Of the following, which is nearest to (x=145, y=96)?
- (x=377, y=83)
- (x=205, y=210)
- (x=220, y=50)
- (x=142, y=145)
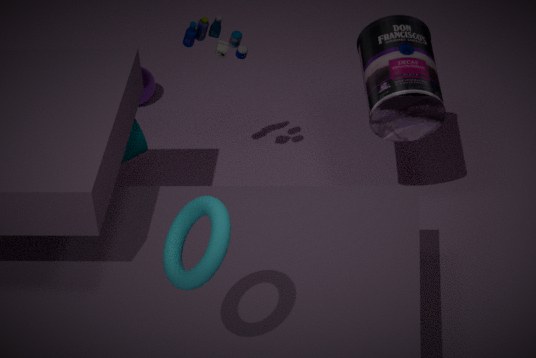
(x=142, y=145)
